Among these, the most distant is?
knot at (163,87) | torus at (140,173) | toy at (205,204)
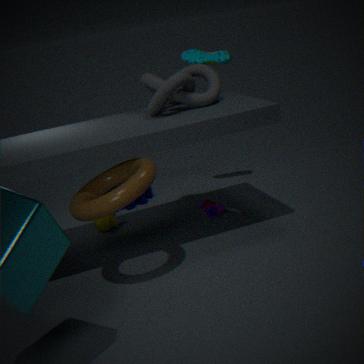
toy at (205,204)
